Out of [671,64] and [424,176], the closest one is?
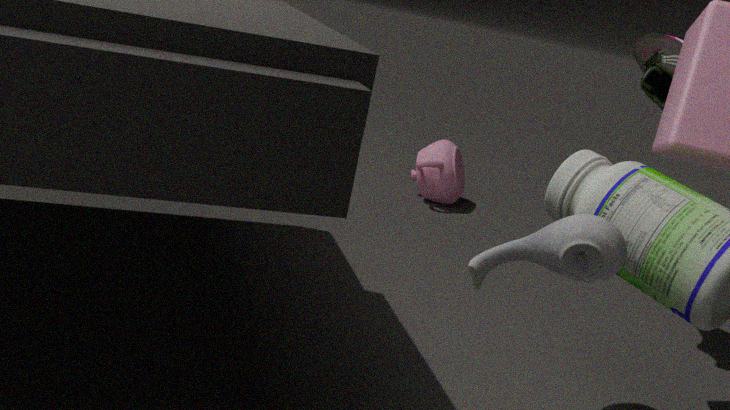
[671,64]
